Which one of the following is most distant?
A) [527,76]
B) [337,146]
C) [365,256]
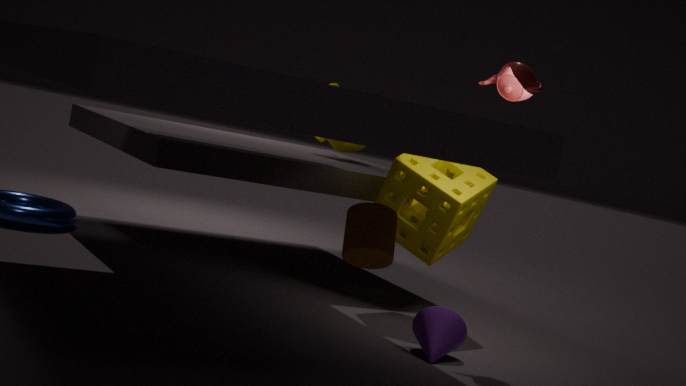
[337,146]
